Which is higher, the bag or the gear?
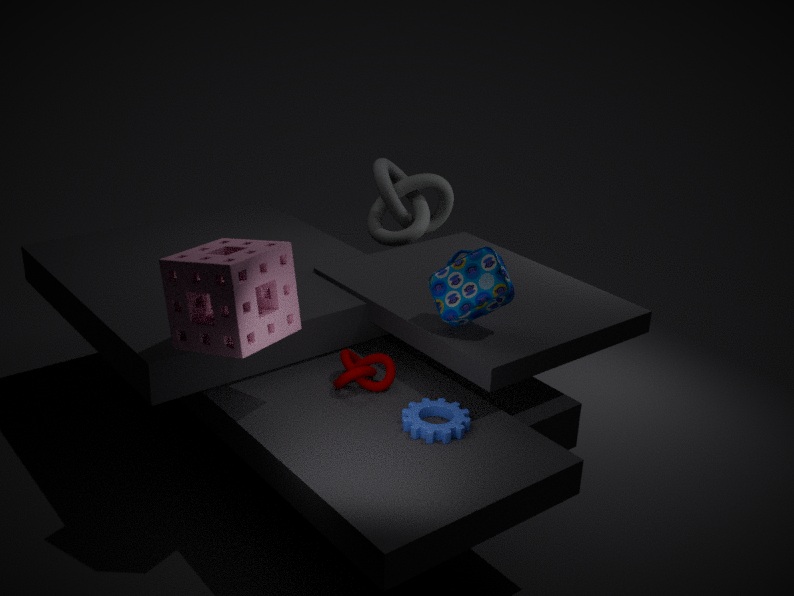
the bag
